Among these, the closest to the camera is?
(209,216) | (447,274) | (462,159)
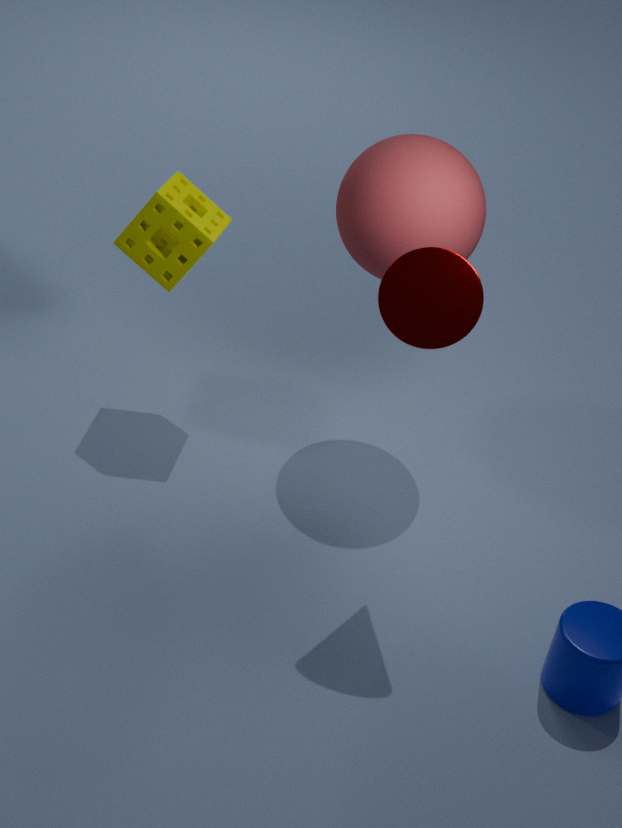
(447,274)
